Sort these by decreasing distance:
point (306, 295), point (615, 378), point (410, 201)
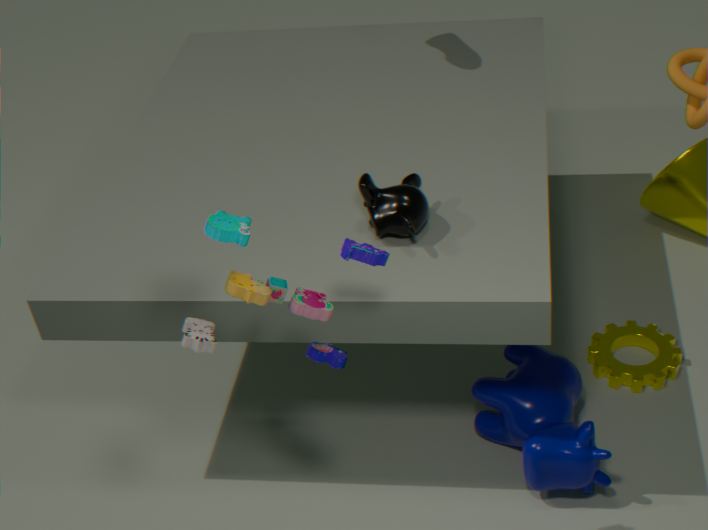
1. point (615, 378)
2. point (410, 201)
3. point (306, 295)
